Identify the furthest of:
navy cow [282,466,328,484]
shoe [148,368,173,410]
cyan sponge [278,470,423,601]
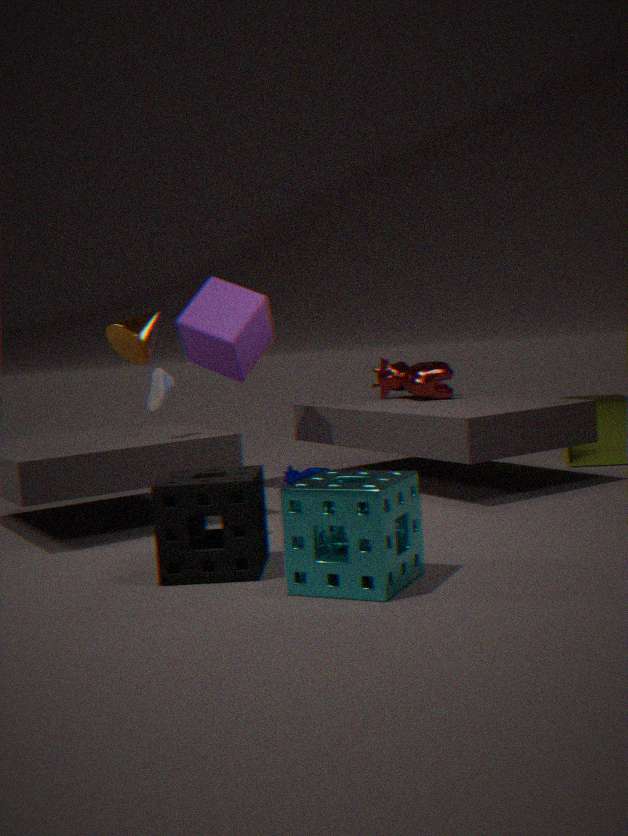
navy cow [282,466,328,484]
